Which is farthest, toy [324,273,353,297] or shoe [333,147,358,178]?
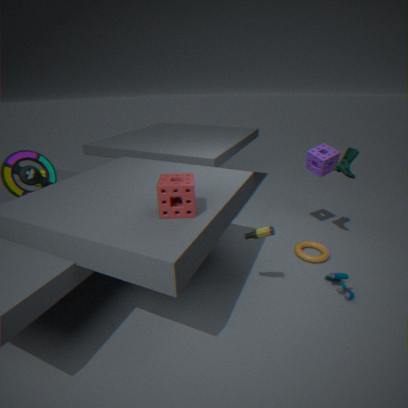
shoe [333,147,358,178]
